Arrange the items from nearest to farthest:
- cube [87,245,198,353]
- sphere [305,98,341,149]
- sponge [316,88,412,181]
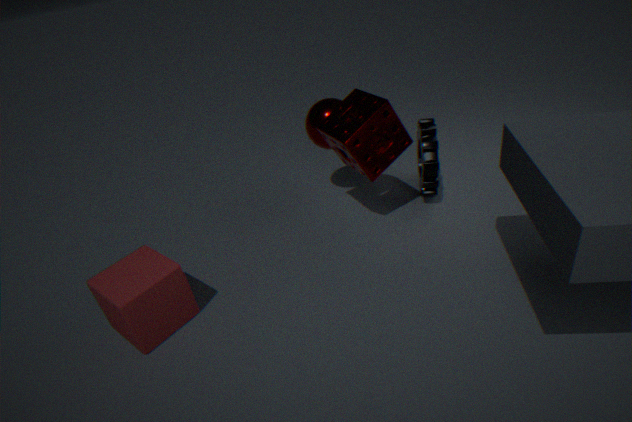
cube [87,245,198,353], sponge [316,88,412,181], sphere [305,98,341,149]
